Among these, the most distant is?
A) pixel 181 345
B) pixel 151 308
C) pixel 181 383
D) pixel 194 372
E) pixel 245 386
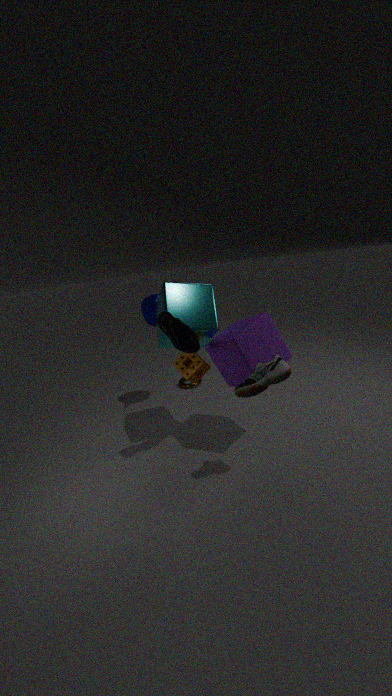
pixel 181 383
